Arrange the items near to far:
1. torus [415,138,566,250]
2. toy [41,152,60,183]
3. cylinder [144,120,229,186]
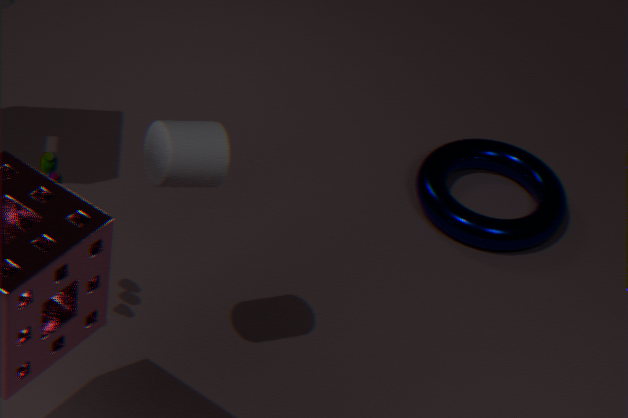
→ cylinder [144,120,229,186]
toy [41,152,60,183]
torus [415,138,566,250]
